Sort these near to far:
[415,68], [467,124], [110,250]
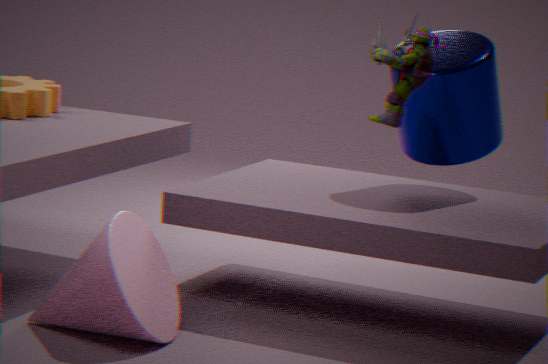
[415,68] → [110,250] → [467,124]
